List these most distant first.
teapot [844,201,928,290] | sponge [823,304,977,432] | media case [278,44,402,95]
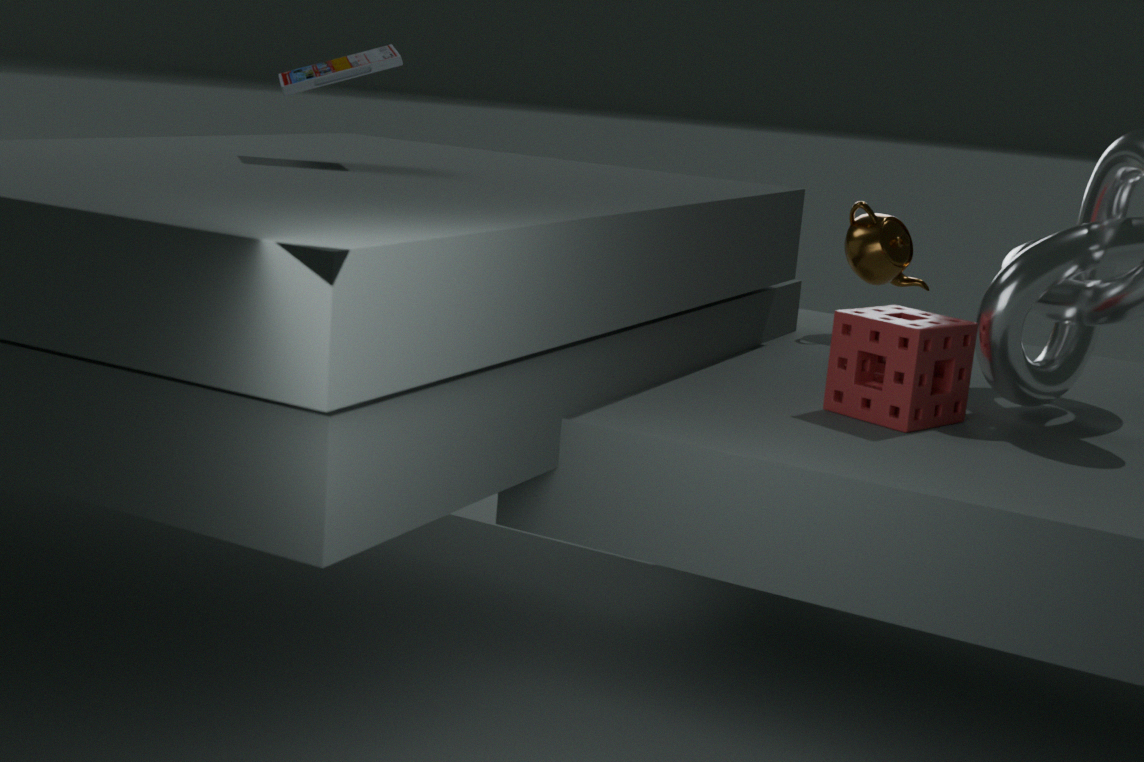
teapot [844,201,928,290], media case [278,44,402,95], sponge [823,304,977,432]
